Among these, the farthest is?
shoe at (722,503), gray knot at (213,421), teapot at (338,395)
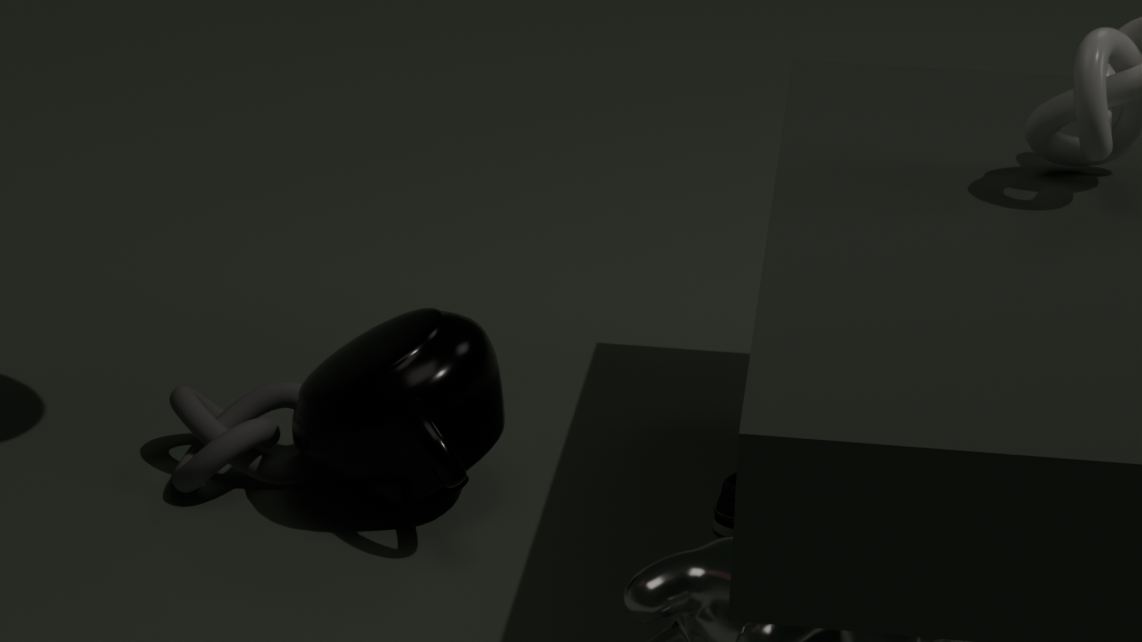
gray knot at (213,421)
